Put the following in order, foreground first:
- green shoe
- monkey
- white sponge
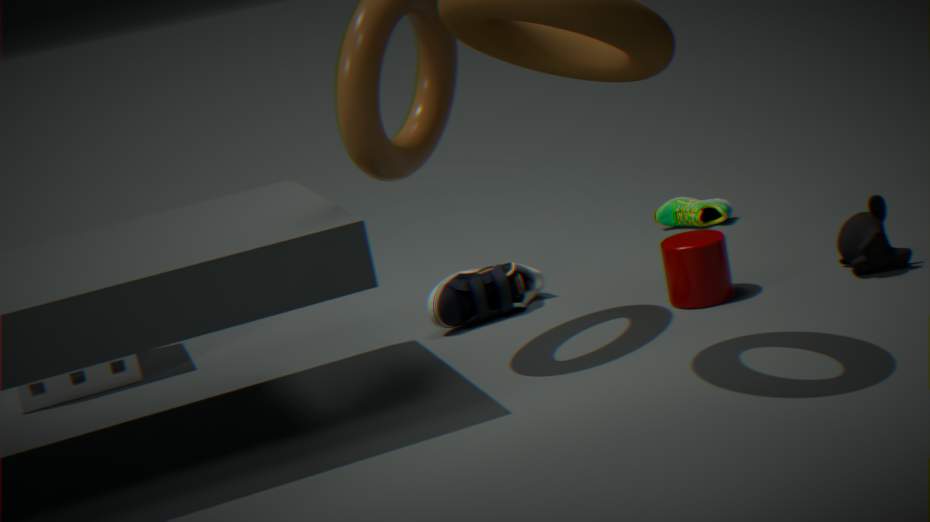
monkey
white sponge
green shoe
